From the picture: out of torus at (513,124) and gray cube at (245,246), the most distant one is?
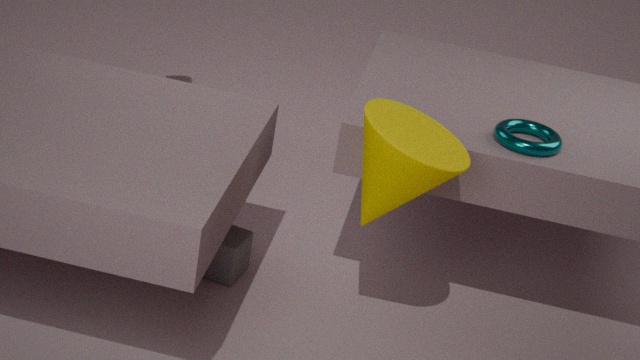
gray cube at (245,246)
